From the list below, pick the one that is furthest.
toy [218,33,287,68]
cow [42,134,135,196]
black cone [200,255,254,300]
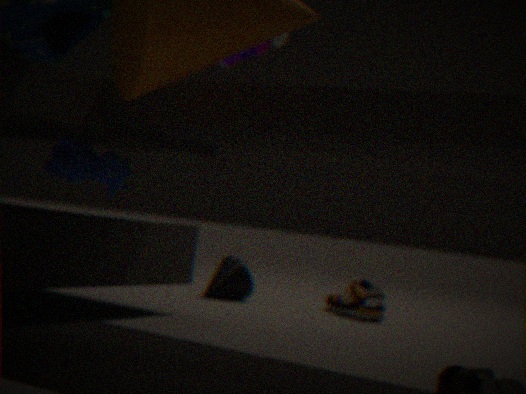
black cone [200,255,254,300]
